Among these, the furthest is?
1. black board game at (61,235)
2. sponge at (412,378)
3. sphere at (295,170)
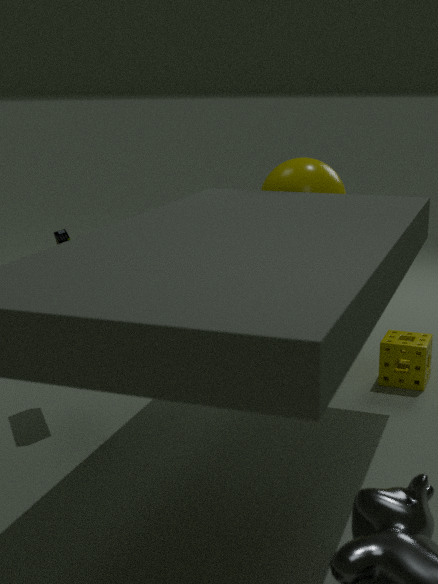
sphere at (295,170)
